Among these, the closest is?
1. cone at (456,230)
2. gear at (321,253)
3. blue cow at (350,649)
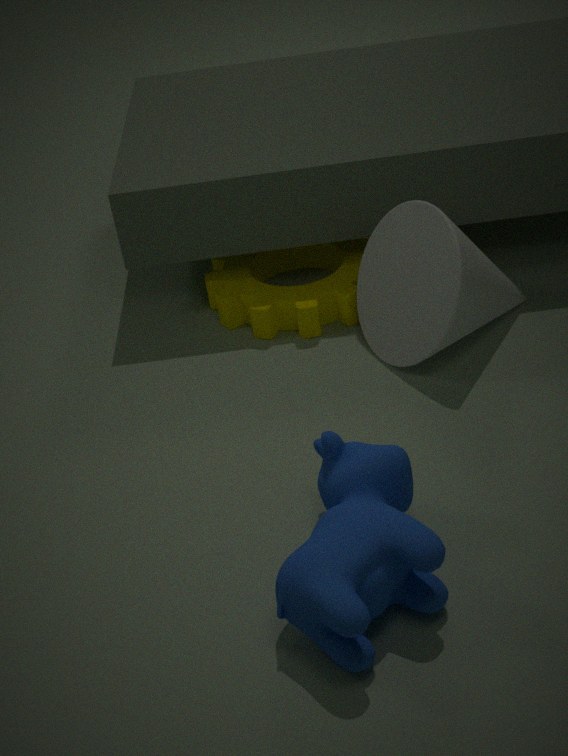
blue cow at (350,649)
